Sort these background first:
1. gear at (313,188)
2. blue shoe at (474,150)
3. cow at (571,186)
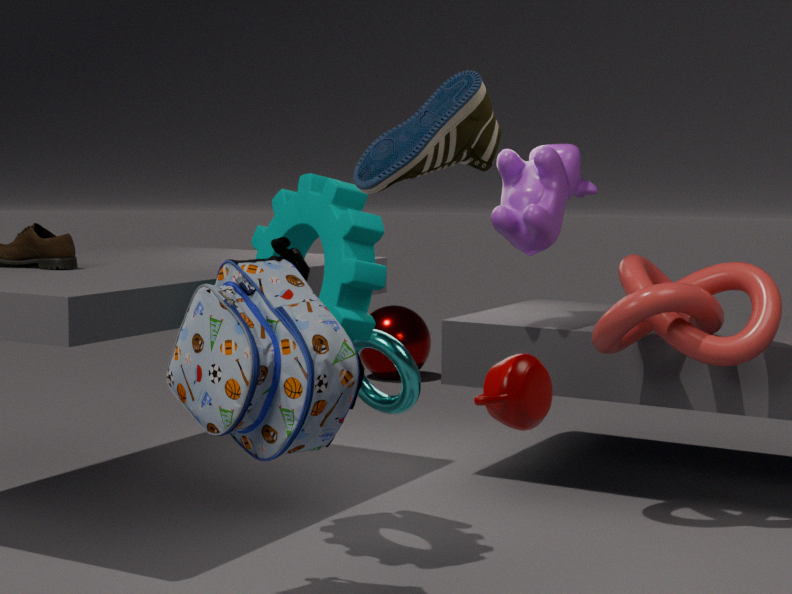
1. cow at (571,186)
2. gear at (313,188)
3. blue shoe at (474,150)
